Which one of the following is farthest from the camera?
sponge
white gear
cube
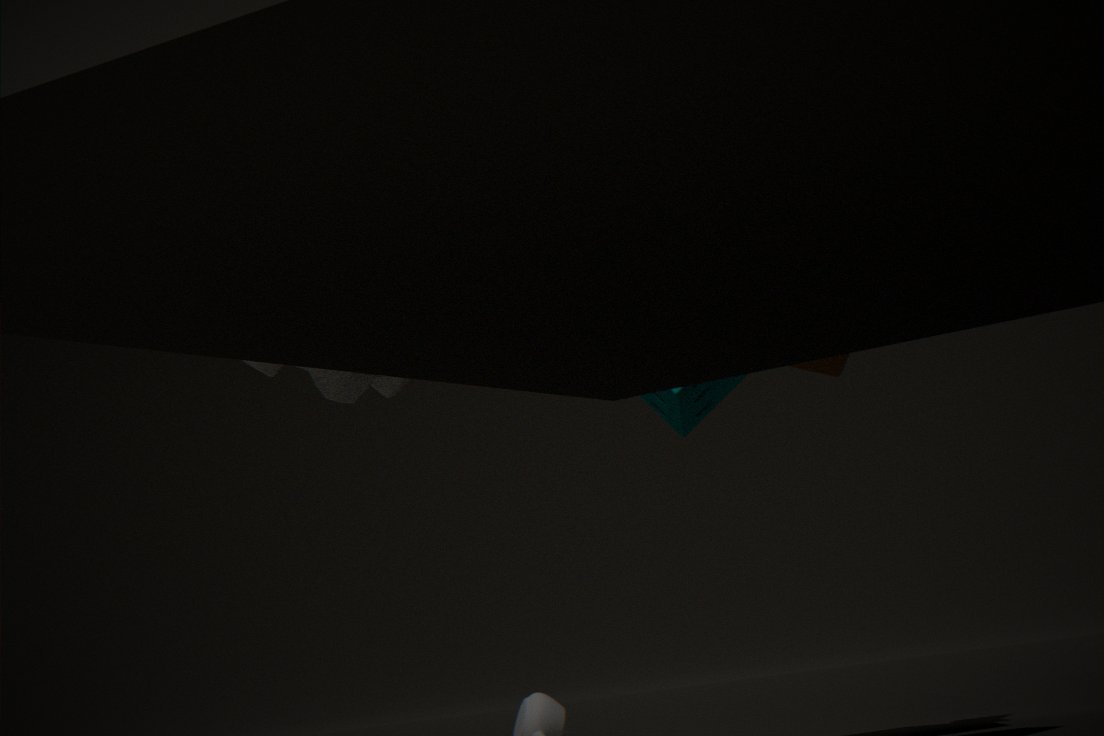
Answer: sponge
